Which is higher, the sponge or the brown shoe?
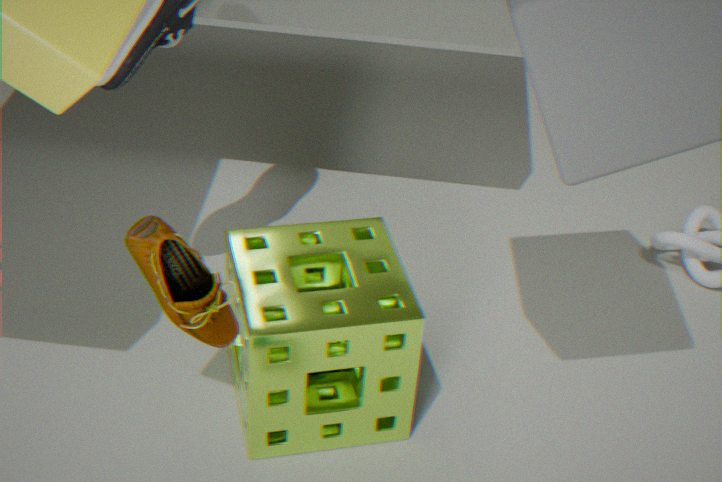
the brown shoe
